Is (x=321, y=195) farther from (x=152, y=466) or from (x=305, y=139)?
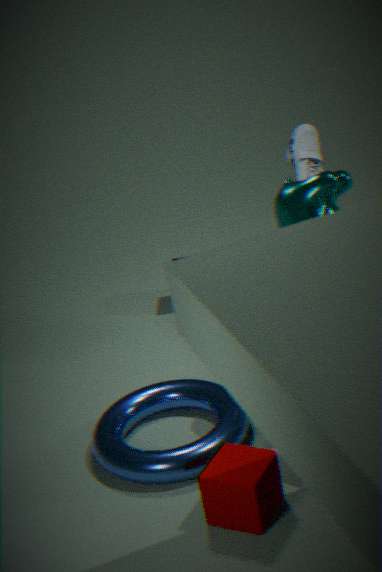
(x=152, y=466)
